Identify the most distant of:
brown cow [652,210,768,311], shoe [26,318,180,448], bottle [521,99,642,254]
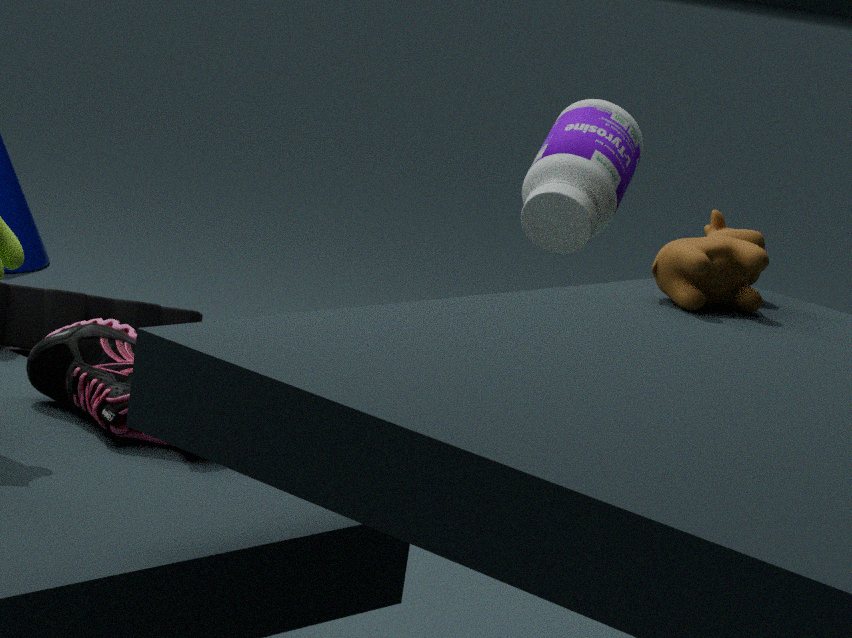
bottle [521,99,642,254]
